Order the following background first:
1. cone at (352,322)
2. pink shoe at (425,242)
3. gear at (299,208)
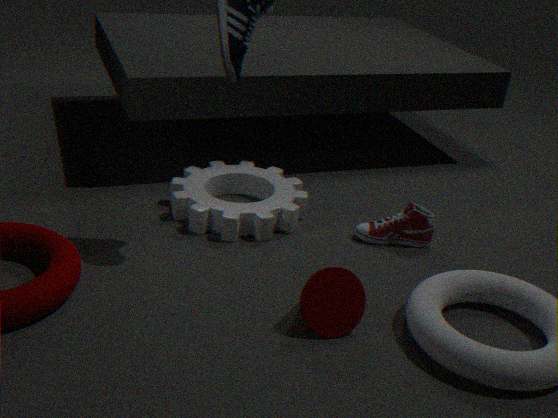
1. pink shoe at (425,242)
2. gear at (299,208)
3. cone at (352,322)
